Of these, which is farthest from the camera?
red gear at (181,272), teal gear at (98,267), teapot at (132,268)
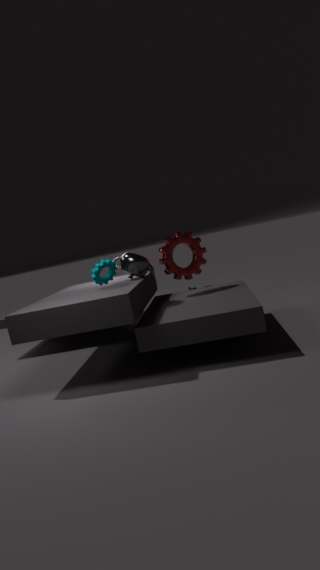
Result: red gear at (181,272)
